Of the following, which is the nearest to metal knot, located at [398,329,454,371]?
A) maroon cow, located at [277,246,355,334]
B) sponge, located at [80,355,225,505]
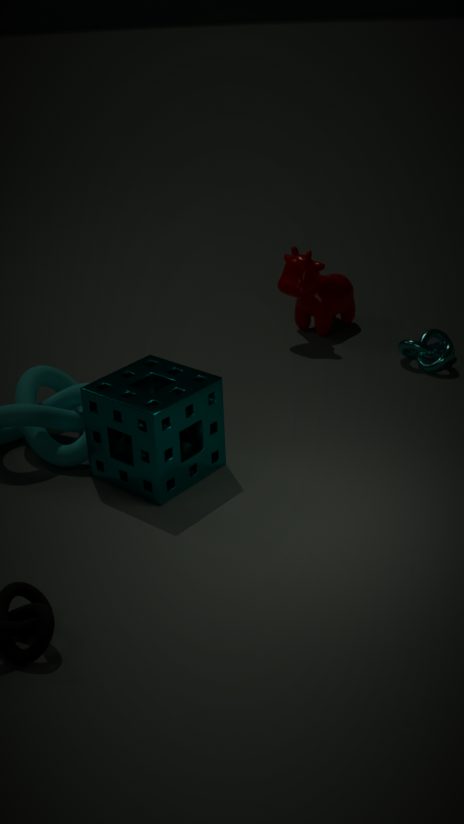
maroon cow, located at [277,246,355,334]
